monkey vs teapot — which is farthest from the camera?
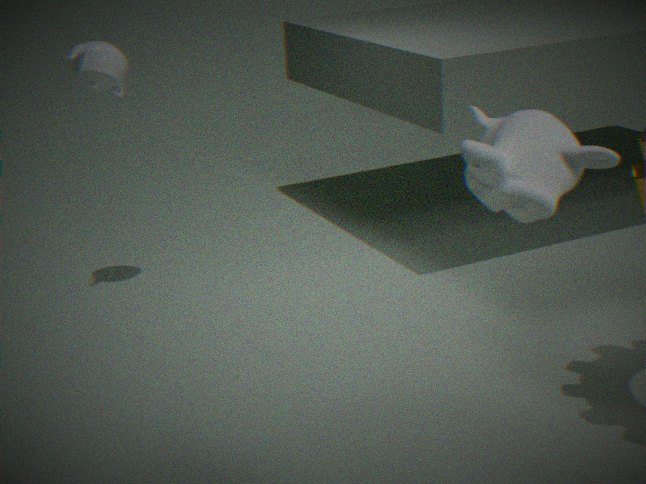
teapot
